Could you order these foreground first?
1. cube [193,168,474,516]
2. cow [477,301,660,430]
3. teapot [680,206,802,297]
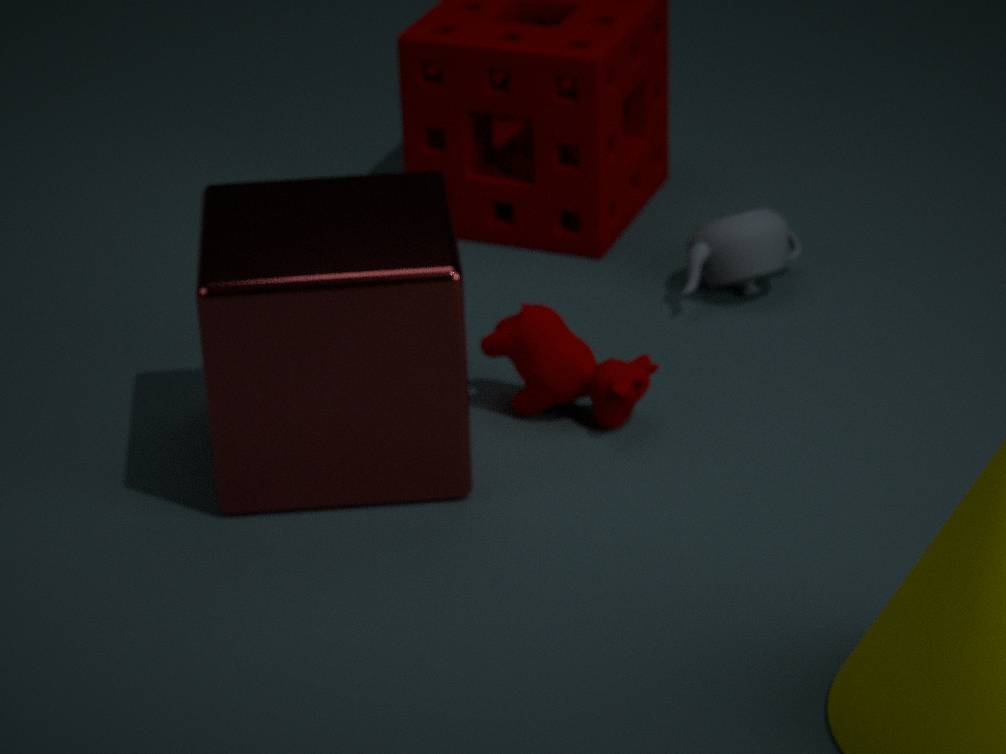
cube [193,168,474,516]
cow [477,301,660,430]
teapot [680,206,802,297]
